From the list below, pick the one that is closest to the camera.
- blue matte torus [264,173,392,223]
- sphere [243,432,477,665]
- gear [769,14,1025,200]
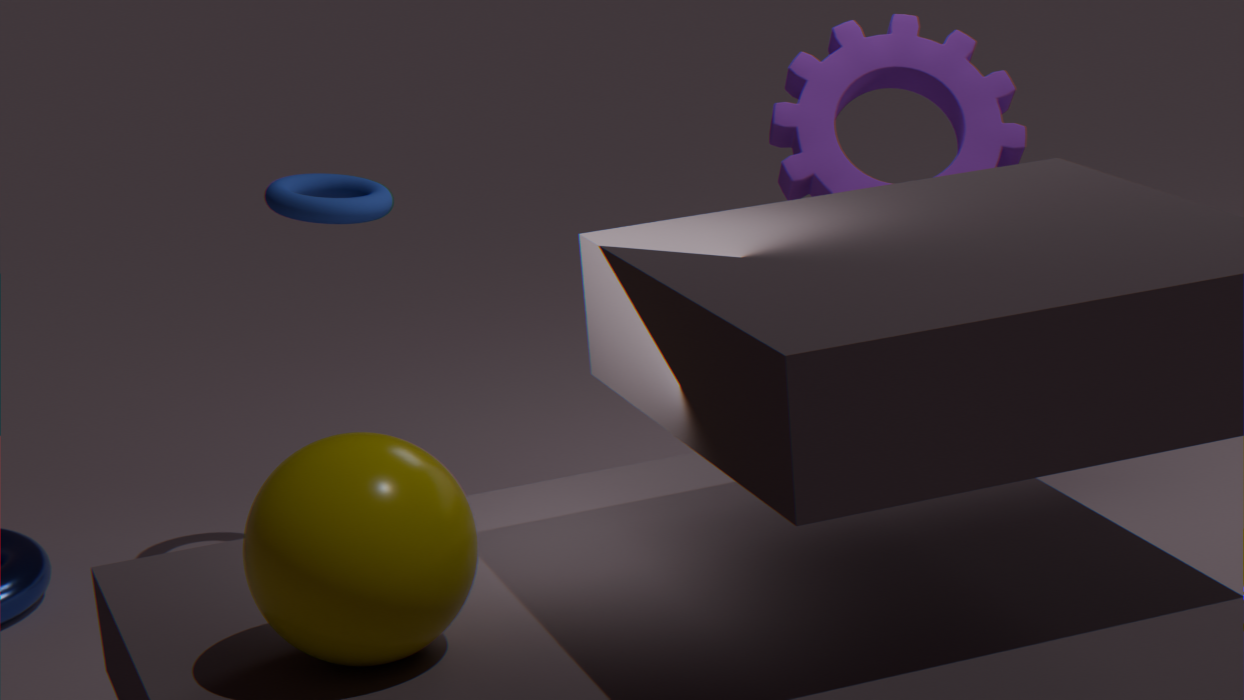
sphere [243,432,477,665]
